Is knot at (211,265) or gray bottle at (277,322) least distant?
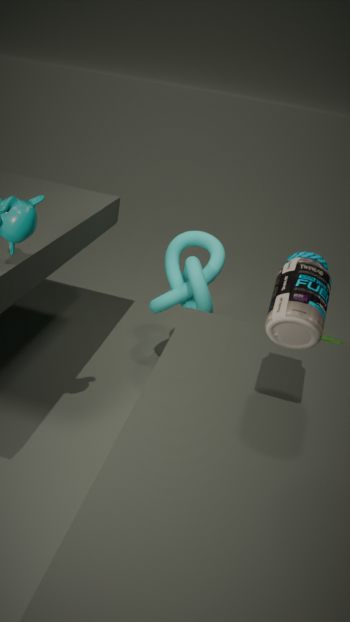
gray bottle at (277,322)
